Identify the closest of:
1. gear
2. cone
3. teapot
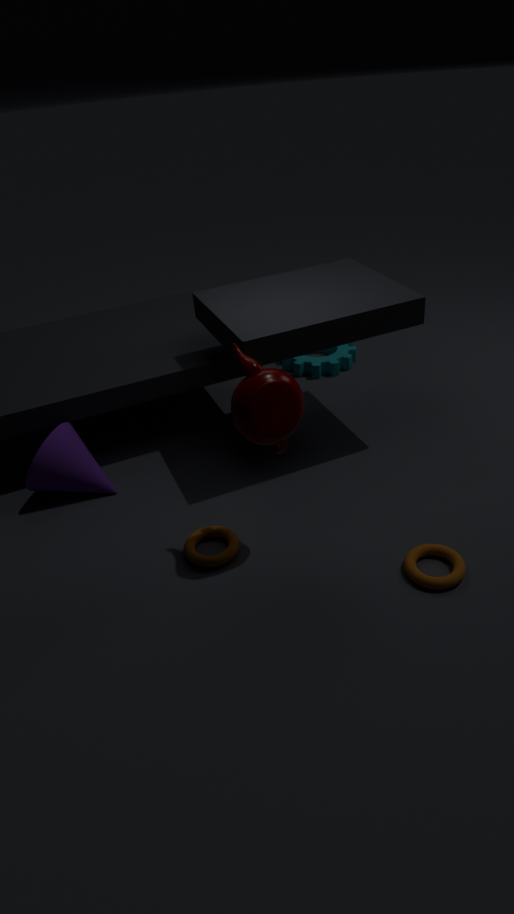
teapot
